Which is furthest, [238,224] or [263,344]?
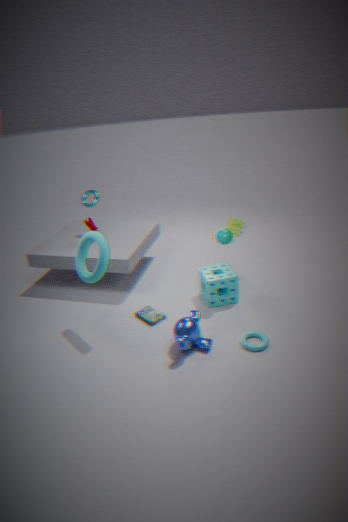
[238,224]
